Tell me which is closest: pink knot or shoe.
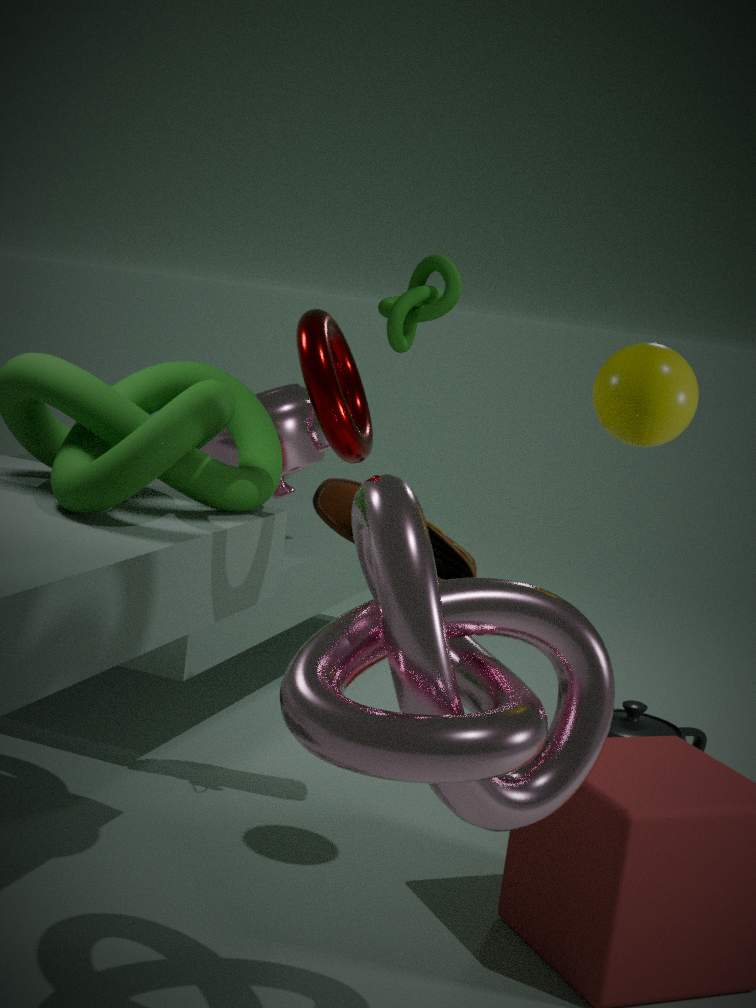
pink knot
